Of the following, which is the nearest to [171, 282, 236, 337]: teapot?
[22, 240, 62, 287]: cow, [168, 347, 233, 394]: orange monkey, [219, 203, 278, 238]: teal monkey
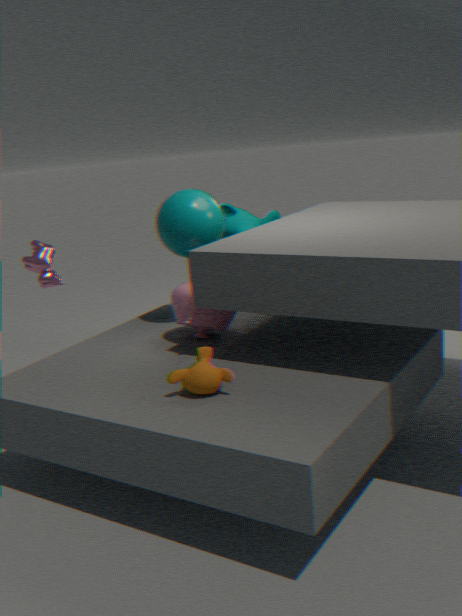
[168, 347, 233, 394]: orange monkey
